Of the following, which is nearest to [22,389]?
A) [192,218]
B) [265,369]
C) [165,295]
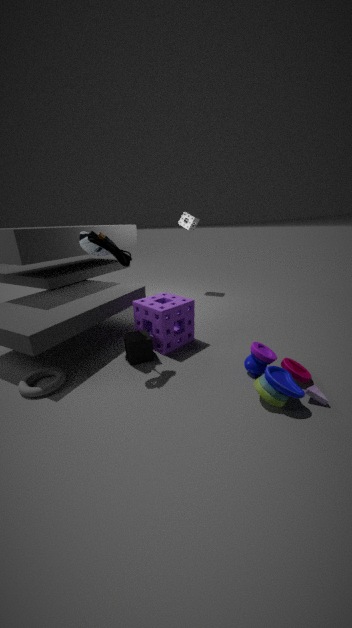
[165,295]
